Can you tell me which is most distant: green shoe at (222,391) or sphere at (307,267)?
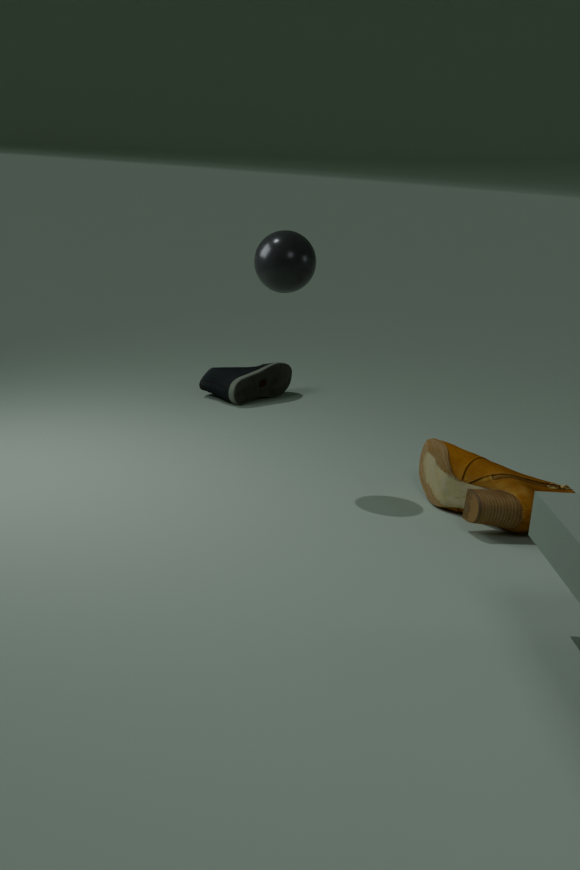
green shoe at (222,391)
